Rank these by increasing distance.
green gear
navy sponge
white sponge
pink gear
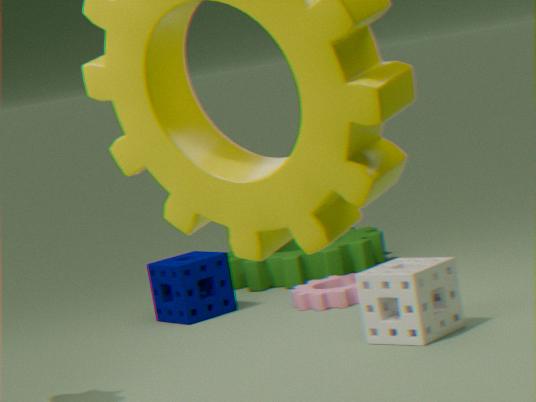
white sponge
pink gear
navy sponge
green gear
